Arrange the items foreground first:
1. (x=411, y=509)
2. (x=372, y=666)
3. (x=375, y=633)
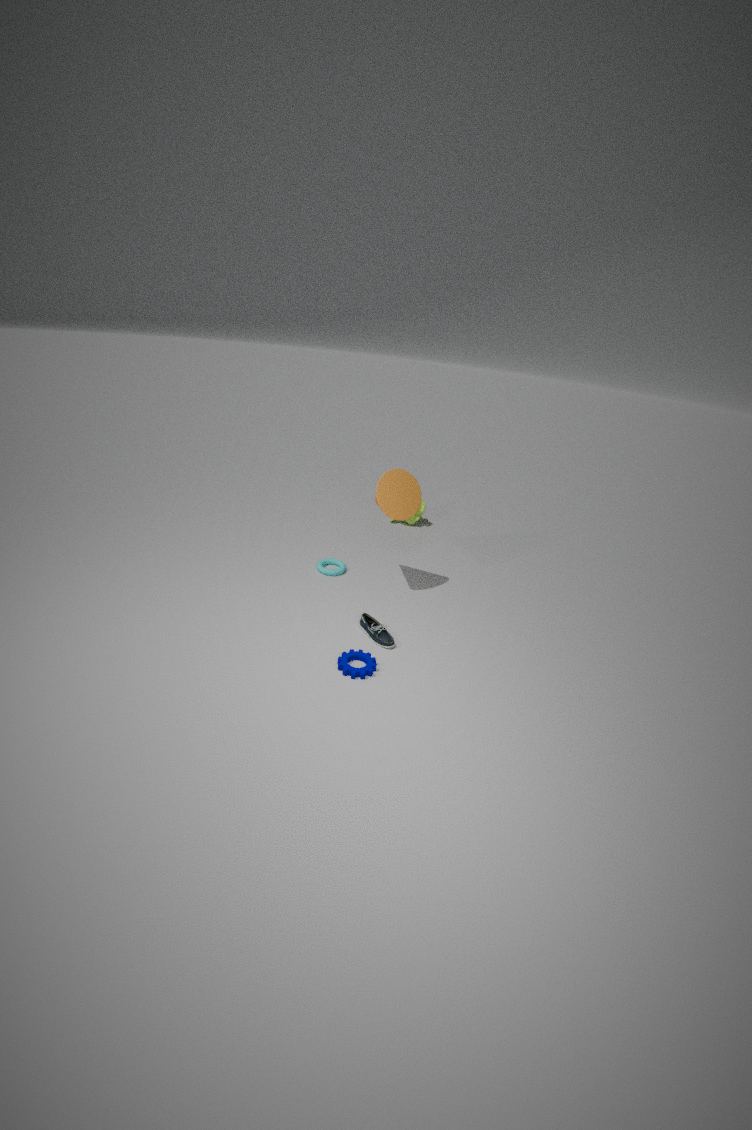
(x=372, y=666), (x=375, y=633), (x=411, y=509)
